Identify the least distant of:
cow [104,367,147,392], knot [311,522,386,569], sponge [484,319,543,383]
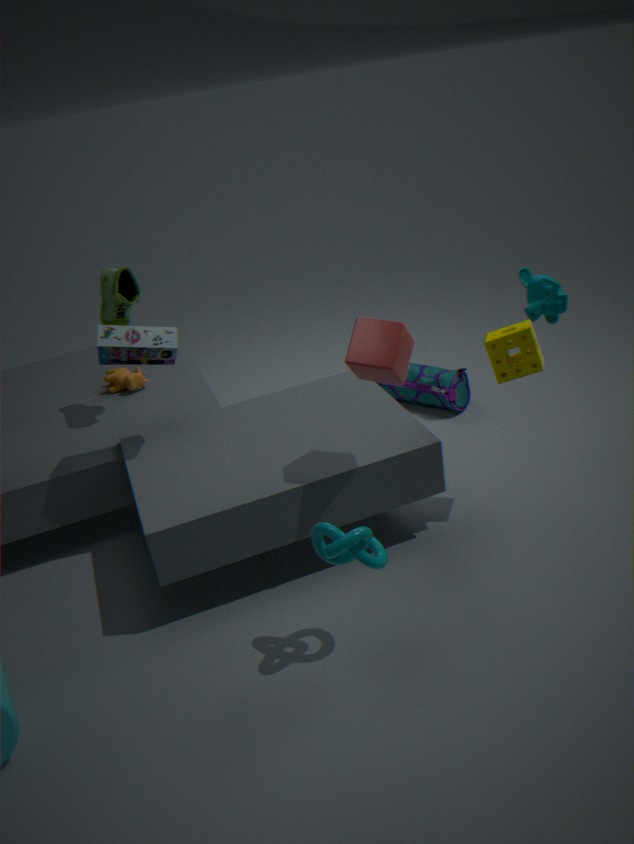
knot [311,522,386,569]
